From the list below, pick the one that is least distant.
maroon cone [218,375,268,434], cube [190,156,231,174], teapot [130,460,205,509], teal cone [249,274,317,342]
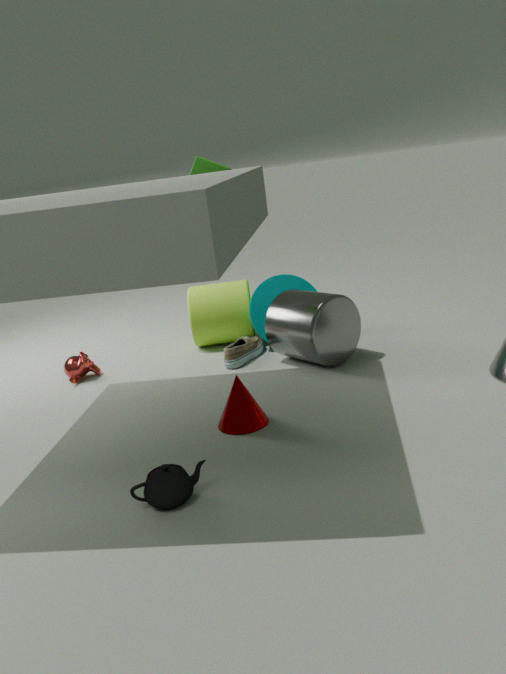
teapot [130,460,205,509]
